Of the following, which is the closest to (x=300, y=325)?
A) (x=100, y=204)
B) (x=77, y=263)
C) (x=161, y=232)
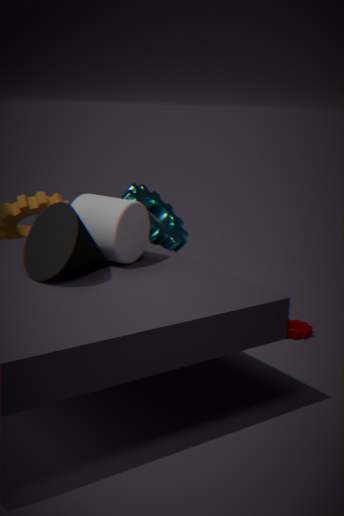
(x=161, y=232)
